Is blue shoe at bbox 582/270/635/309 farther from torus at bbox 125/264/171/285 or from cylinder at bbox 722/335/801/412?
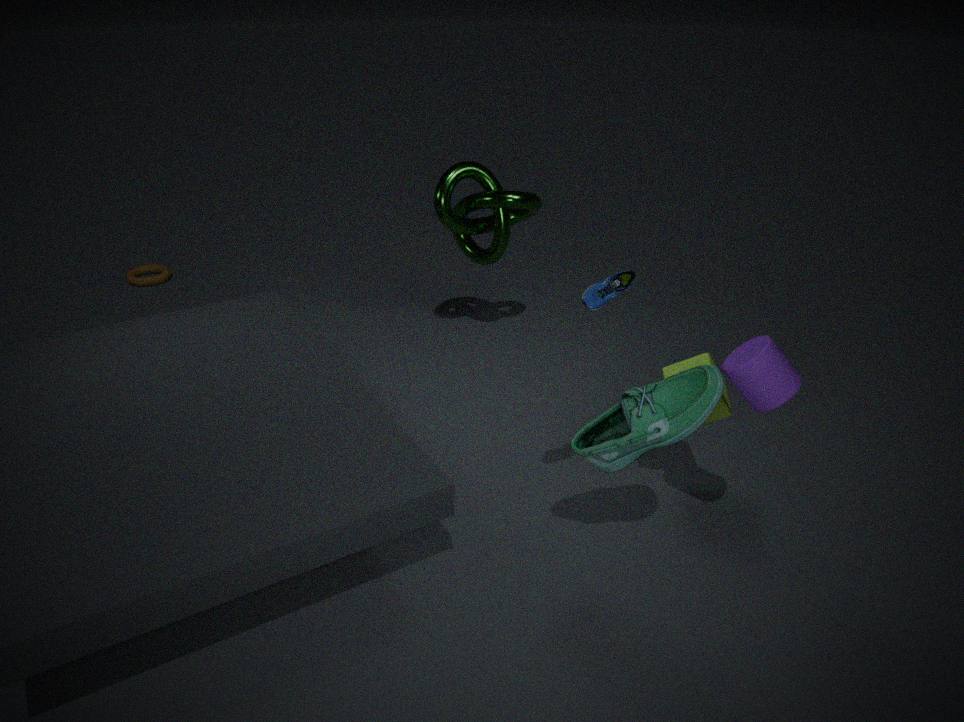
torus at bbox 125/264/171/285
